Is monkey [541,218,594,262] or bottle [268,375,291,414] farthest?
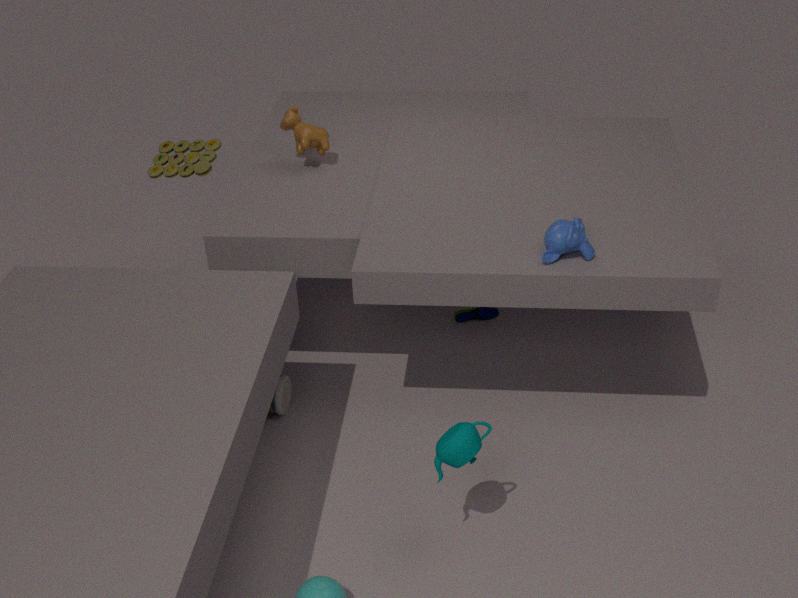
bottle [268,375,291,414]
